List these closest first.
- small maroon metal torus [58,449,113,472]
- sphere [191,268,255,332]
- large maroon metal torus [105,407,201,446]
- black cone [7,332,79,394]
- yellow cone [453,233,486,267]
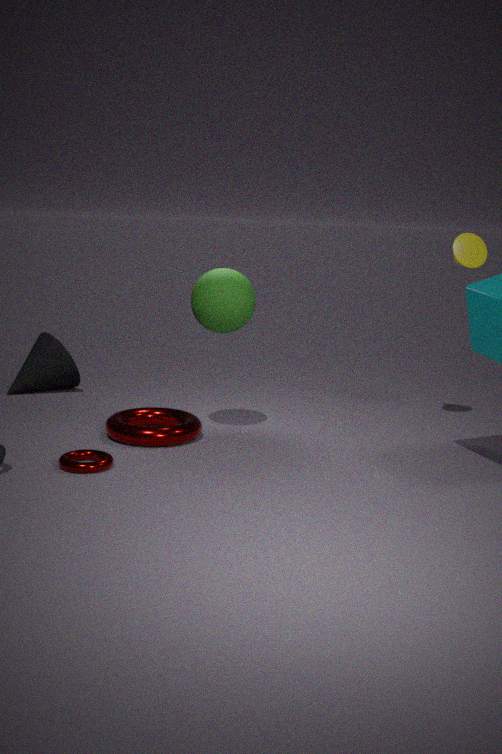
small maroon metal torus [58,449,113,472] < large maroon metal torus [105,407,201,446] < sphere [191,268,255,332] < yellow cone [453,233,486,267] < black cone [7,332,79,394]
